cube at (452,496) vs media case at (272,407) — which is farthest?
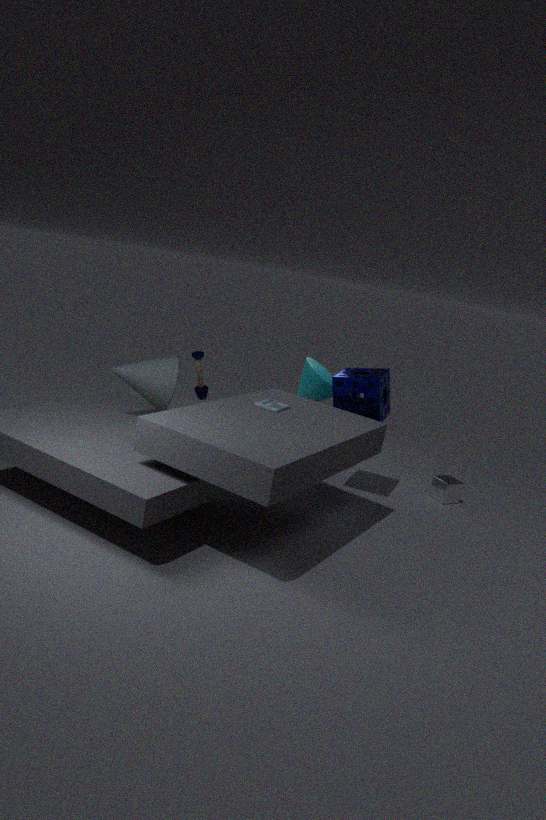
cube at (452,496)
